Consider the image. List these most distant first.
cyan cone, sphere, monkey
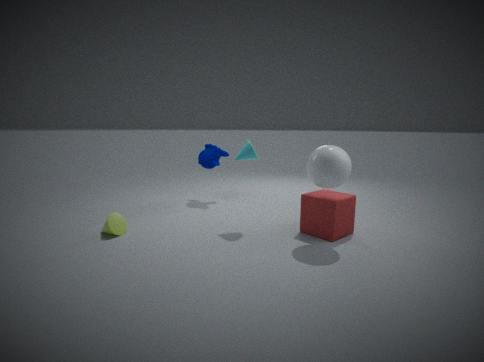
1. monkey
2. cyan cone
3. sphere
